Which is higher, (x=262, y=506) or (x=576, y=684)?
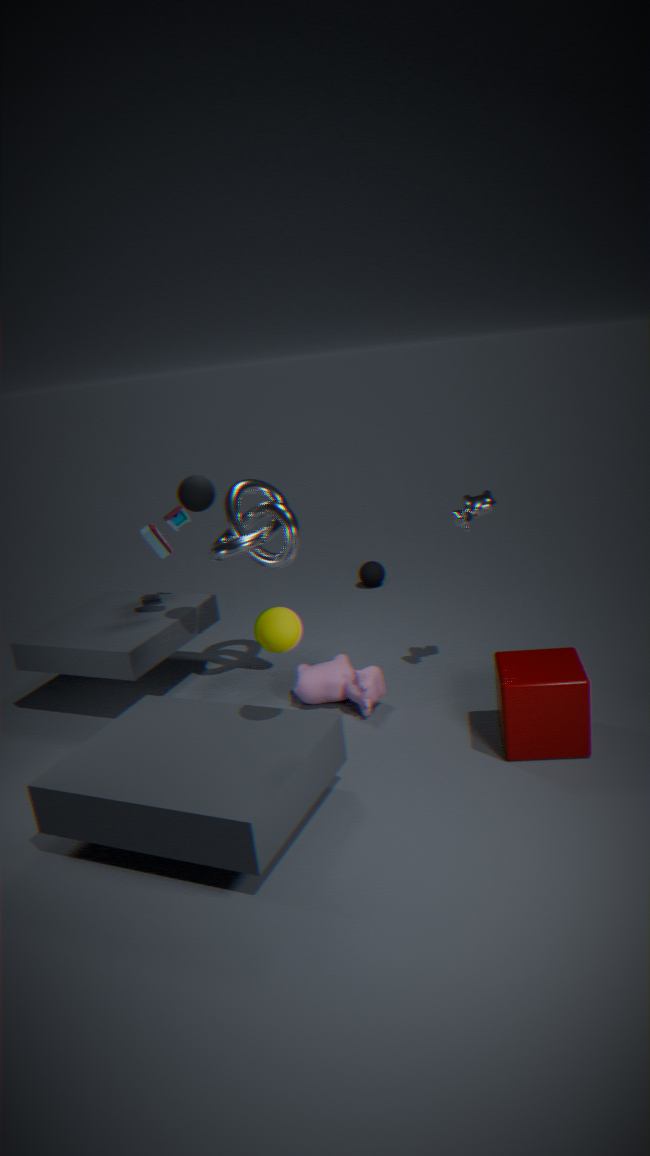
(x=262, y=506)
